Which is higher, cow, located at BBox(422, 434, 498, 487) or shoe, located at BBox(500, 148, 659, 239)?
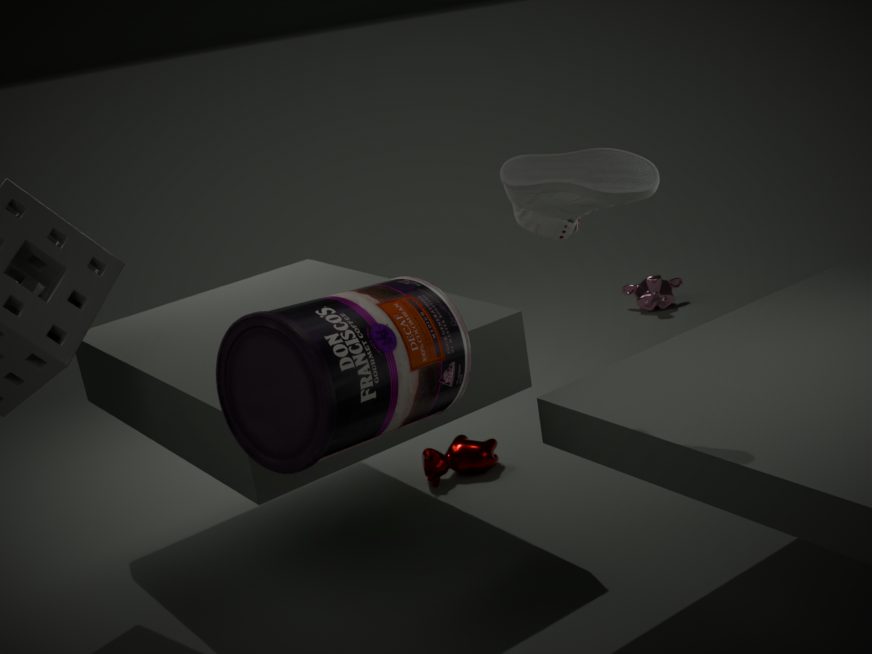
shoe, located at BBox(500, 148, 659, 239)
